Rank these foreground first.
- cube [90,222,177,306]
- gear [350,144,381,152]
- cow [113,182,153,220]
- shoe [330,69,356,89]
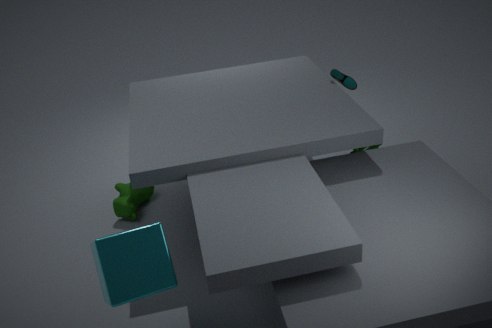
cube [90,222,177,306]
gear [350,144,381,152]
cow [113,182,153,220]
shoe [330,69,356,89]
